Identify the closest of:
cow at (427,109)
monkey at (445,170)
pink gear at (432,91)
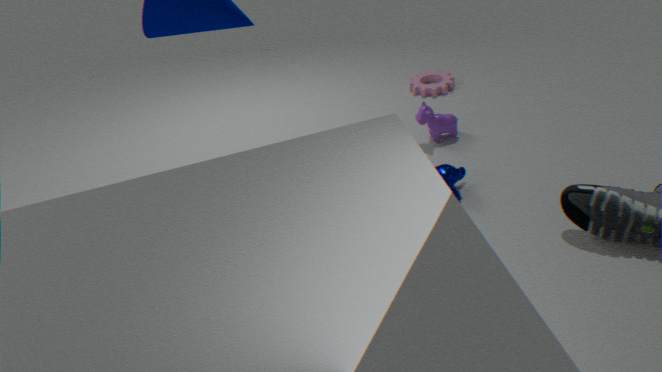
monkey at (445,170)
